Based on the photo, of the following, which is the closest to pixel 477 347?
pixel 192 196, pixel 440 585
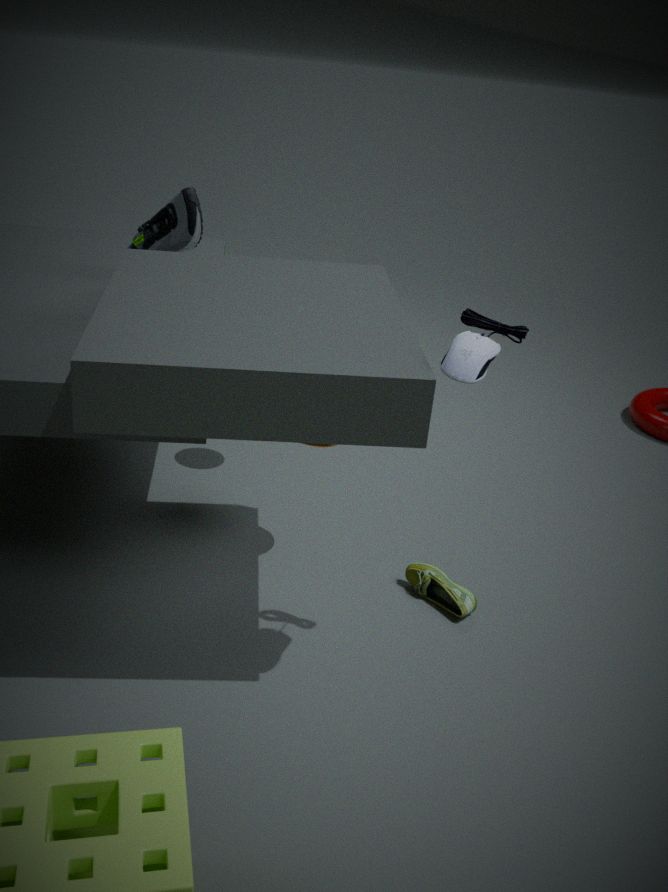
pixel 440 585
